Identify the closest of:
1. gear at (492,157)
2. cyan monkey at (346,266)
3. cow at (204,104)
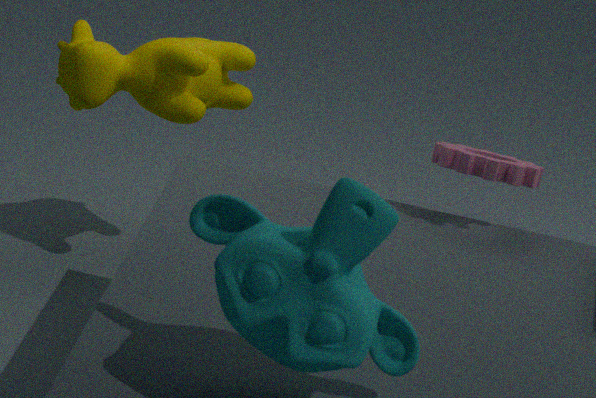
cyan monkey at (346,266)
